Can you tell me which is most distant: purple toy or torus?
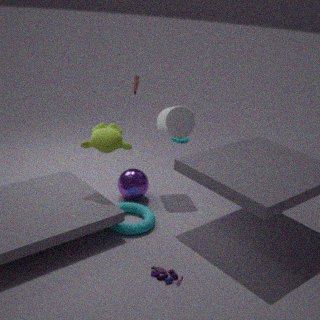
torus
